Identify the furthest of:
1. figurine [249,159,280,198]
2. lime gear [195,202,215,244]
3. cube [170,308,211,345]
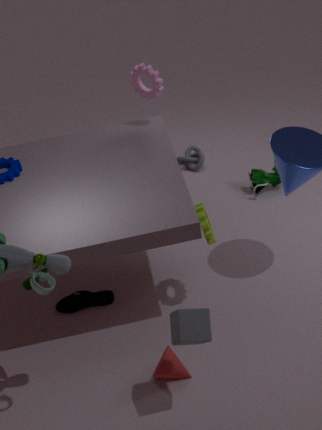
figurine [249,159,280,198]
